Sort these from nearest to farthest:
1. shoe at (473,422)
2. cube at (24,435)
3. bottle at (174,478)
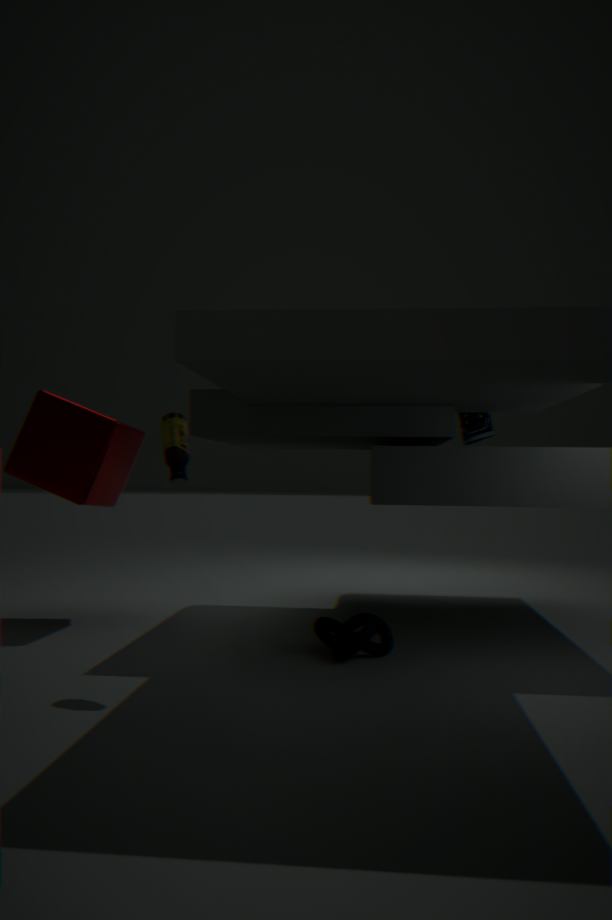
bottle at (174,478), cube at (24,435), shoe at (473,422)
